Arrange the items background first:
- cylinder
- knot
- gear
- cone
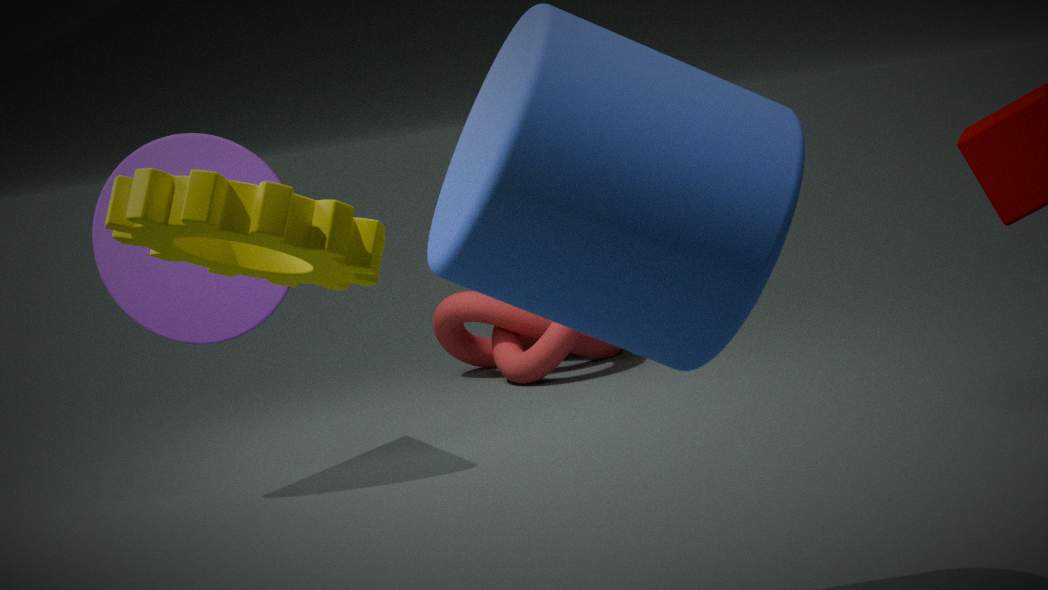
knot
cone
cylinder
gear
